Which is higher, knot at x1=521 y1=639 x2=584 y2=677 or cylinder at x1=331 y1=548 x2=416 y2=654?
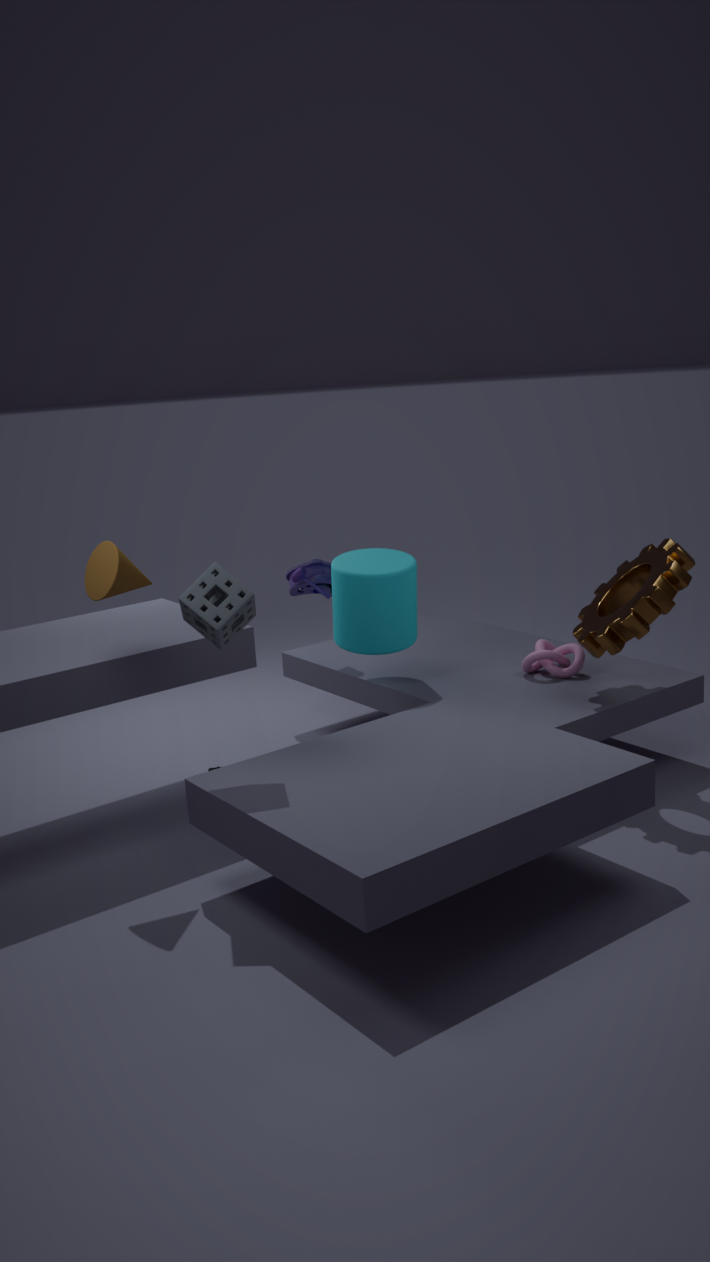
cylinder at x1=331 y1=548 x2=416 y2=654
